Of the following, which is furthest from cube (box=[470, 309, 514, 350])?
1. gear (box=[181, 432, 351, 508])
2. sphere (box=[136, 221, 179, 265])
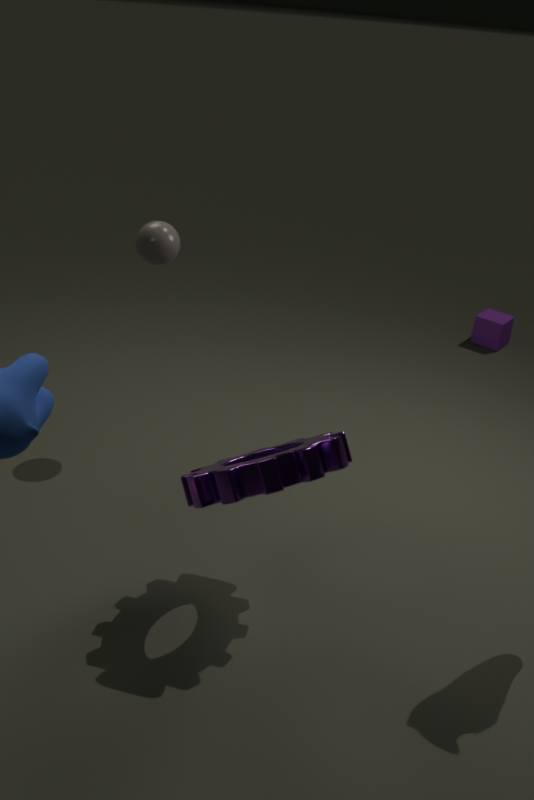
gear (box=[181, 432, 351, 508])
